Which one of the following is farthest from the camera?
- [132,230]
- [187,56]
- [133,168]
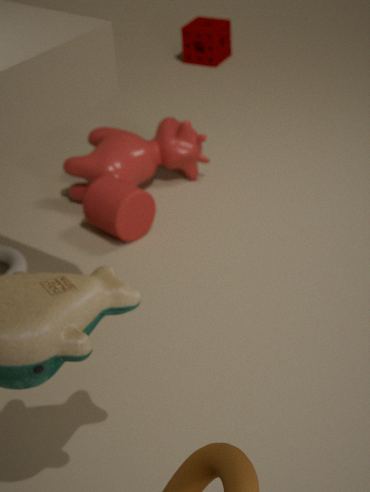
[187,56]
